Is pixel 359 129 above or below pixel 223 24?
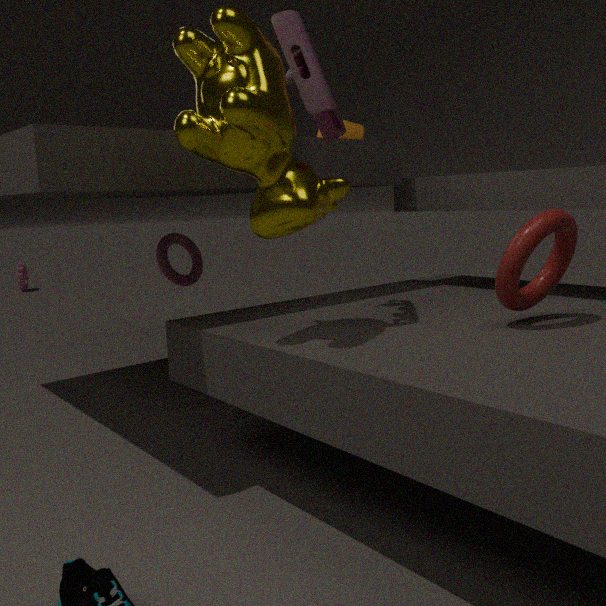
above
